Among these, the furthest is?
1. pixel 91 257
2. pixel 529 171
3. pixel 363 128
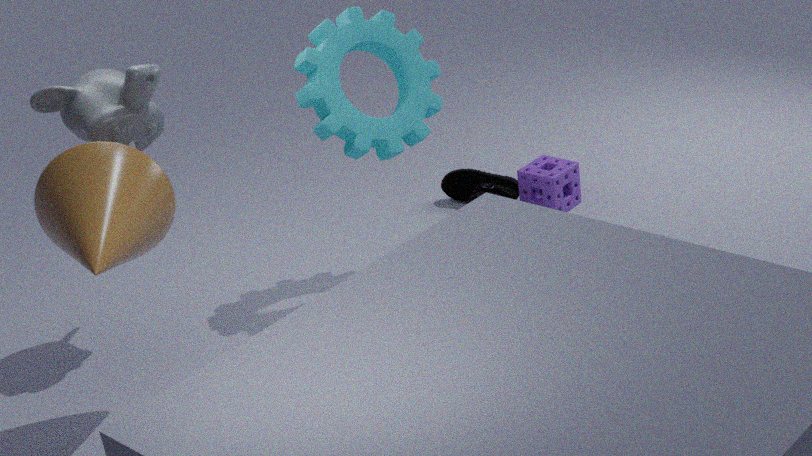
pixel 529 171
